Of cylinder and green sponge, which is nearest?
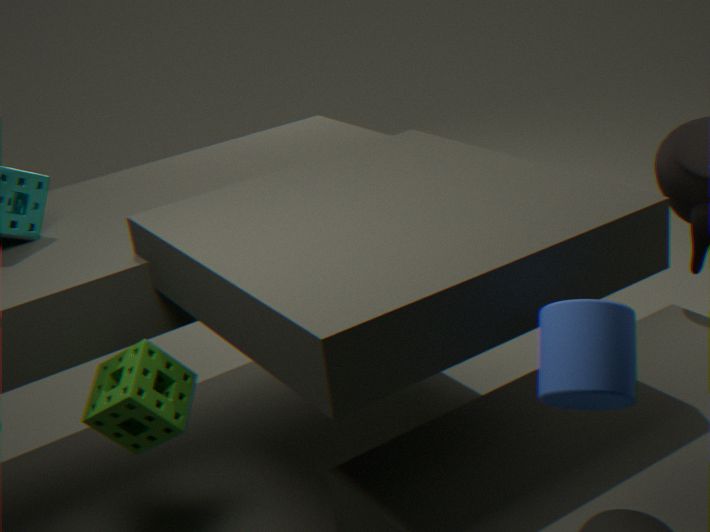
cylinder
